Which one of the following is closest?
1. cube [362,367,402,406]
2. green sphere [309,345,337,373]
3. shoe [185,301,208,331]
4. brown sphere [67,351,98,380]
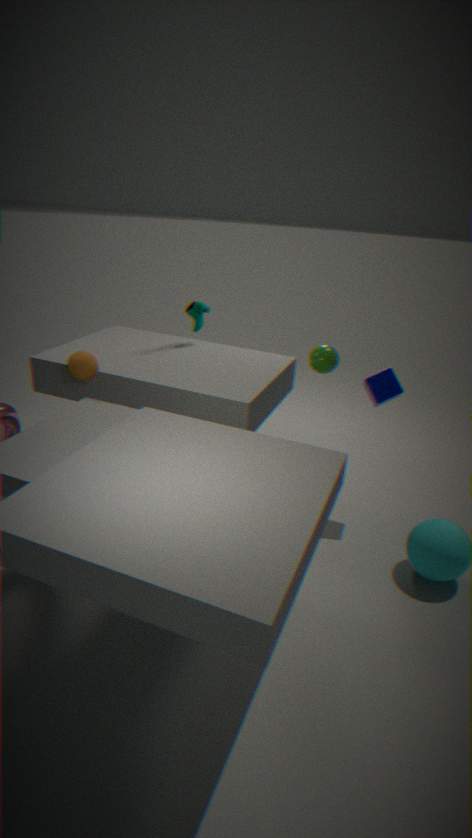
brown sphere [67,351,98,380]
